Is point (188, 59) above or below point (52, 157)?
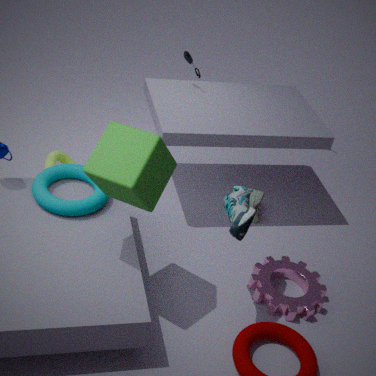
above
